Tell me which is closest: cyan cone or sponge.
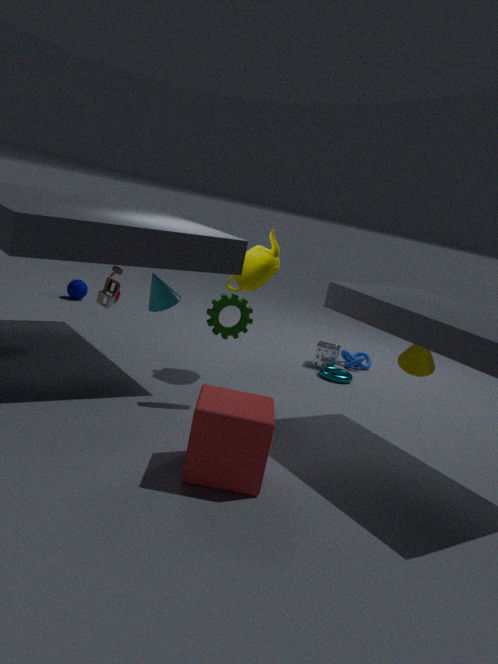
cyan cone
